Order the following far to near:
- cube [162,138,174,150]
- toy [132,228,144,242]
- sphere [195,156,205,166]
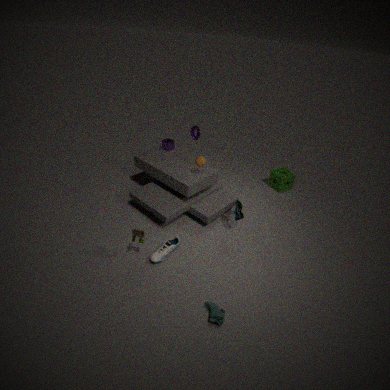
1. cube [162,138,174,150]
2. sphere [195,156,205,166]
3. toy [132,228,144,242]
